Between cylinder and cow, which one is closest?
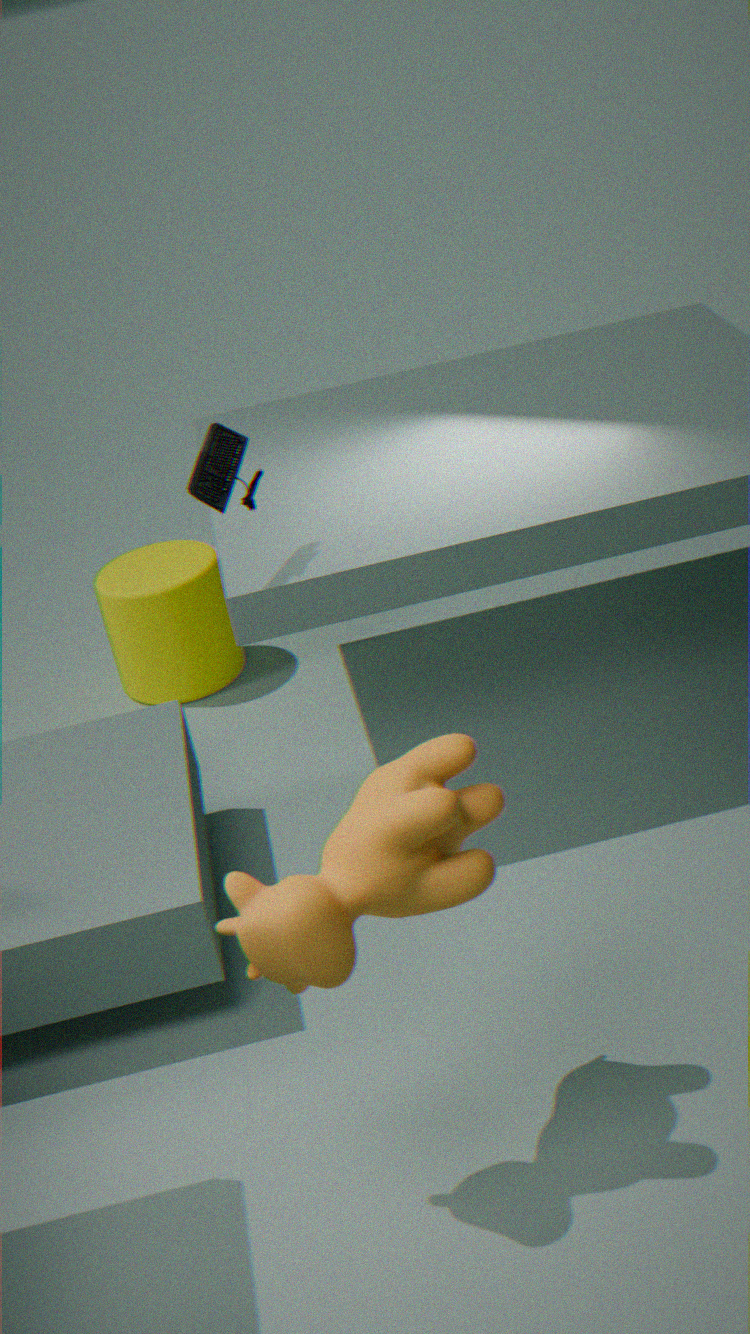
cow
